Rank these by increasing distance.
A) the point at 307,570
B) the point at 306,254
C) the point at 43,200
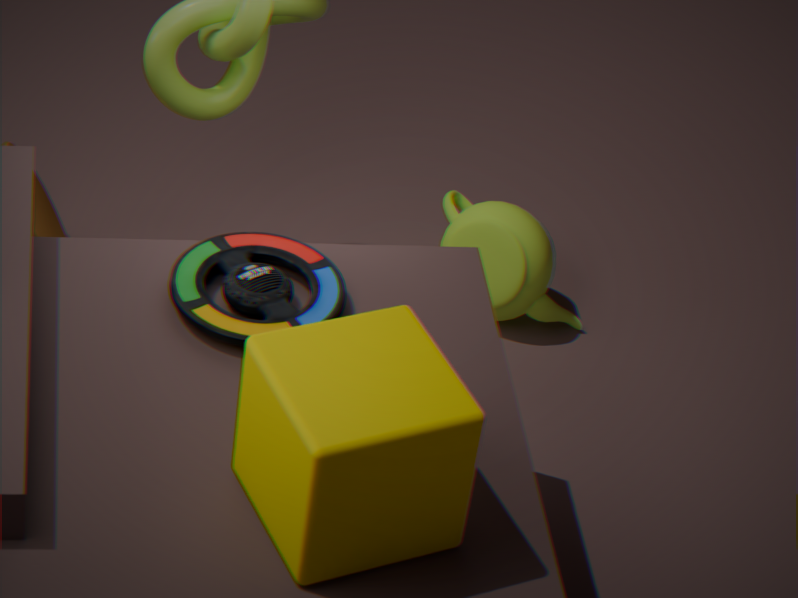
the point at 307,570 < the point at 306,254 < the point at 43,200
